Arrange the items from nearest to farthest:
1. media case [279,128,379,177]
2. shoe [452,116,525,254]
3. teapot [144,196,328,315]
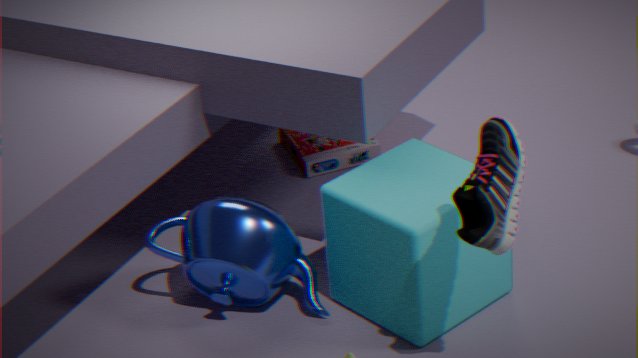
shoe [452,116,525,254] → teapot [144,196,328,315] → media case [279,128,379,177]
